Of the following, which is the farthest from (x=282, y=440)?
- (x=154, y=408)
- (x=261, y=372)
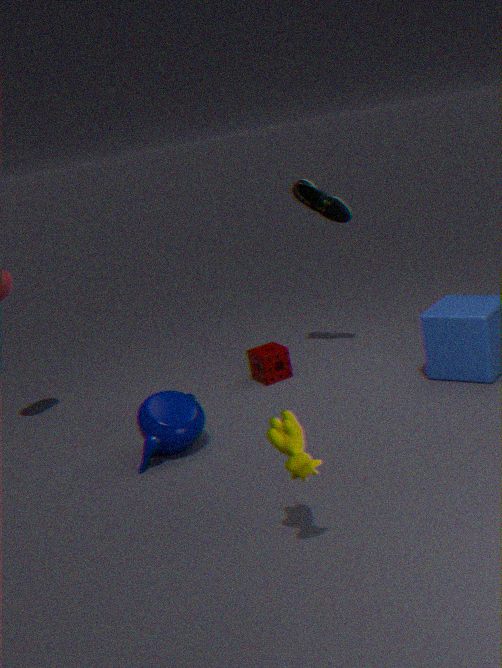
(x=261, y=372)
